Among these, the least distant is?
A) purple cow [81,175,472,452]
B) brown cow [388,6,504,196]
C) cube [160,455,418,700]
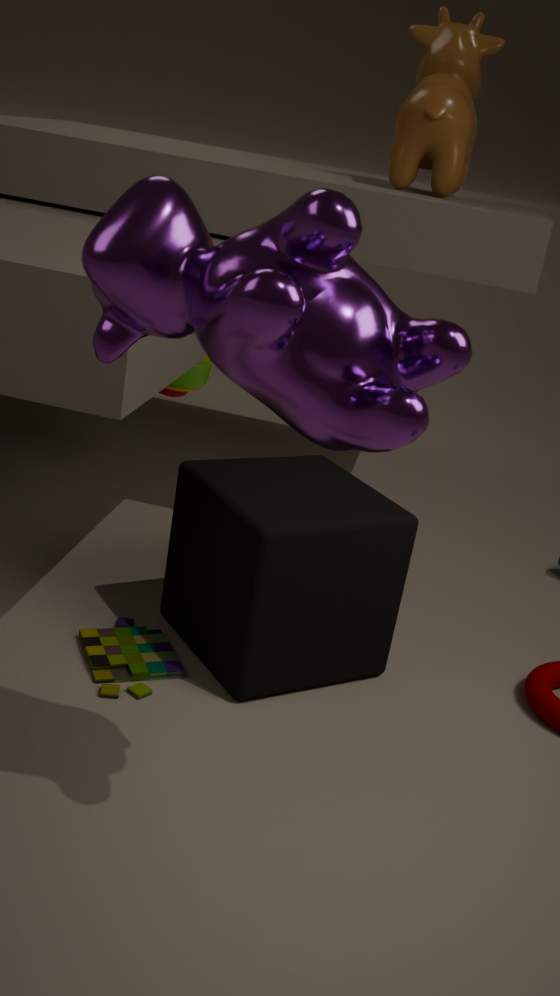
purple cow [81,175,472,452]
